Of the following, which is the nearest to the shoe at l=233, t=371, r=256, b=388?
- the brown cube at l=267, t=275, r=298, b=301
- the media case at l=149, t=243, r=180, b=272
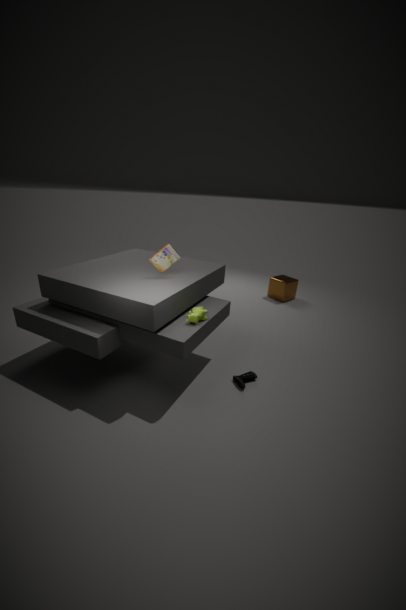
the media case at l=149, t=243, r=180, b=272
